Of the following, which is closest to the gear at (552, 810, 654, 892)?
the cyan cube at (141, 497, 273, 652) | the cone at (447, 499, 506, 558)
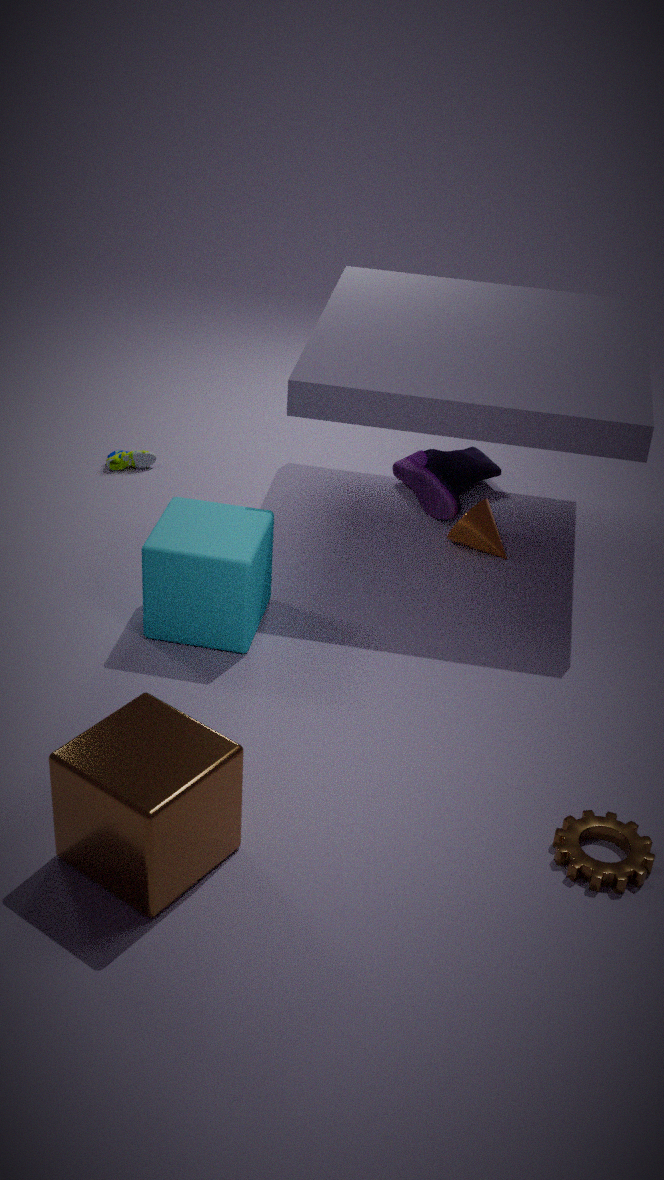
the cyan cube at (141, 497, 273, 652)
